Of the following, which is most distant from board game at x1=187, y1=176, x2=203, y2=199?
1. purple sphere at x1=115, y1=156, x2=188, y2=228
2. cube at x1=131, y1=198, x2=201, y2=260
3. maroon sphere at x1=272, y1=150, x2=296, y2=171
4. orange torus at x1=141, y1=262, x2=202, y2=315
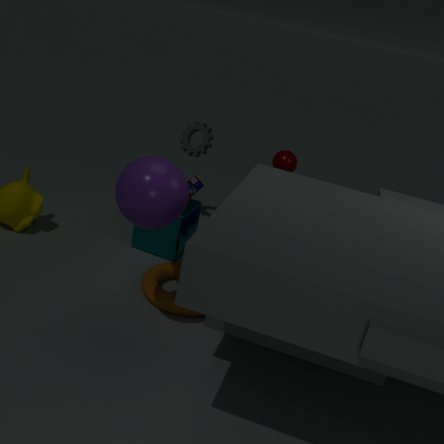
maroon sphere at x1=272, y1=150, x2=296, y2=171
